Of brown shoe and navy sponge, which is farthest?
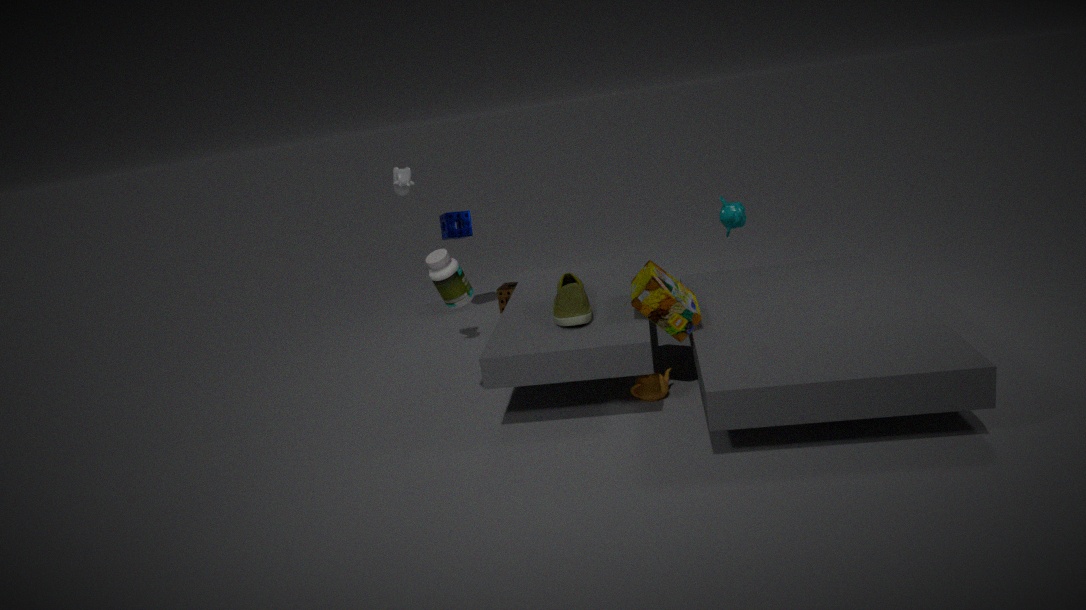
navy sponge
